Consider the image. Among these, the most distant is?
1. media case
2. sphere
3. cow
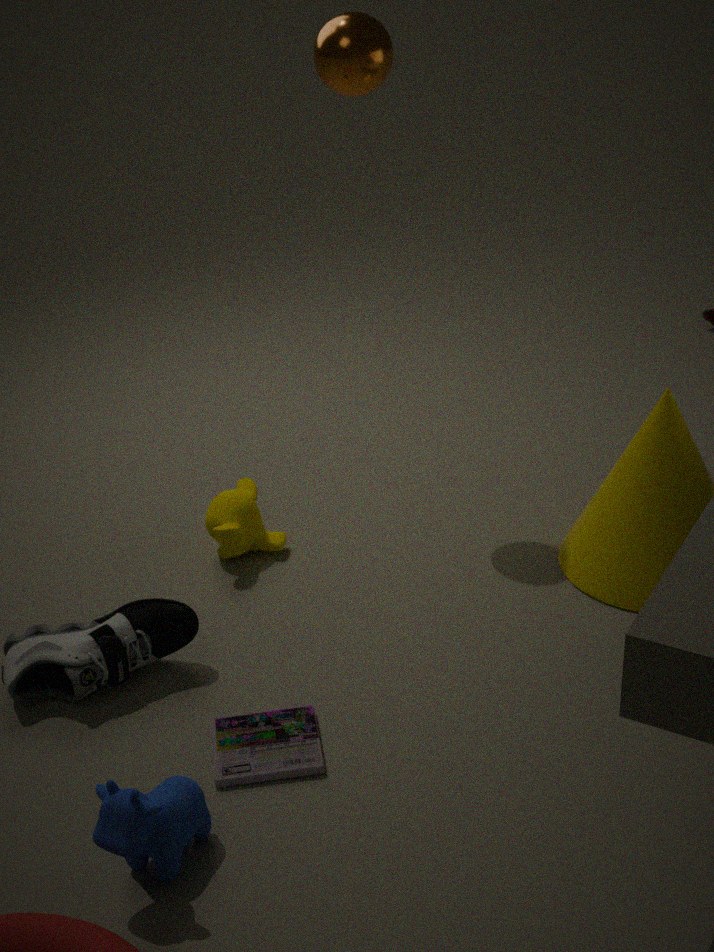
sphere
